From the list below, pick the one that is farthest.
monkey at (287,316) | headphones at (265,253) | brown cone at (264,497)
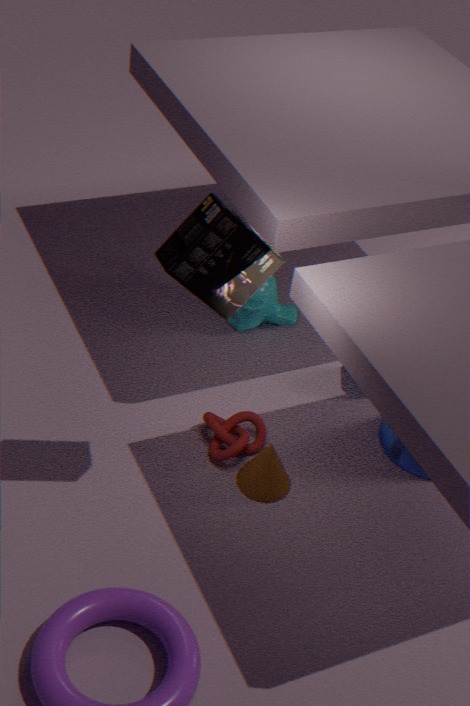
monkey at (287,316)
